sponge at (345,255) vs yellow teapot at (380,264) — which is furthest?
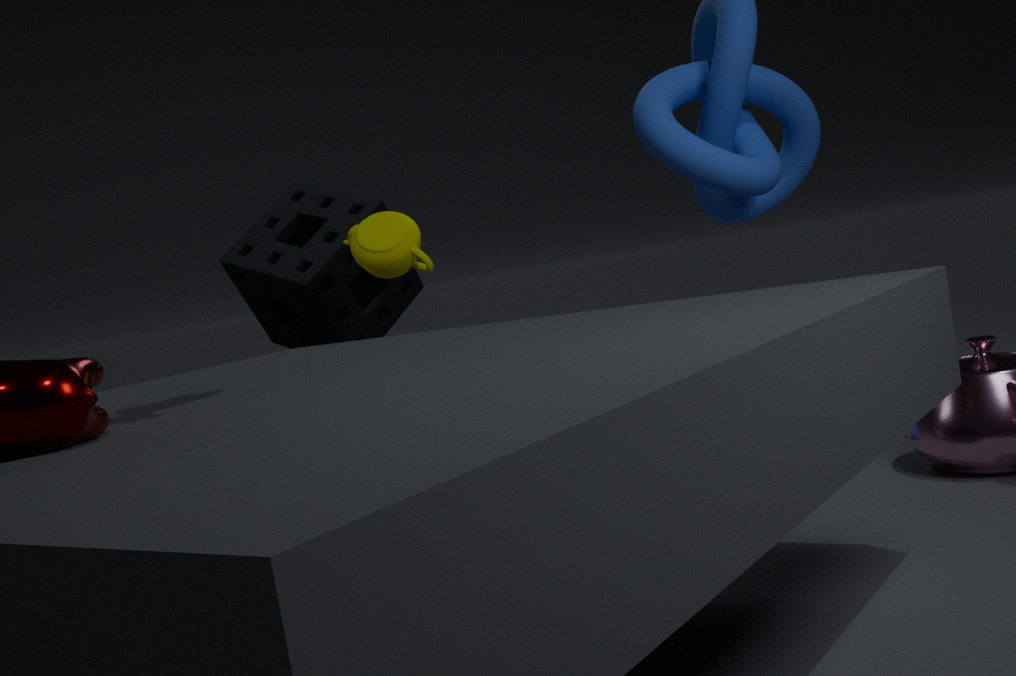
sponge at (345,255)
